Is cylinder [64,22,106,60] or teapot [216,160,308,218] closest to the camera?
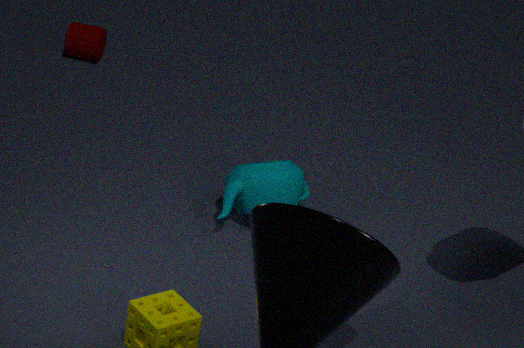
teapot [216,160,308,218]
